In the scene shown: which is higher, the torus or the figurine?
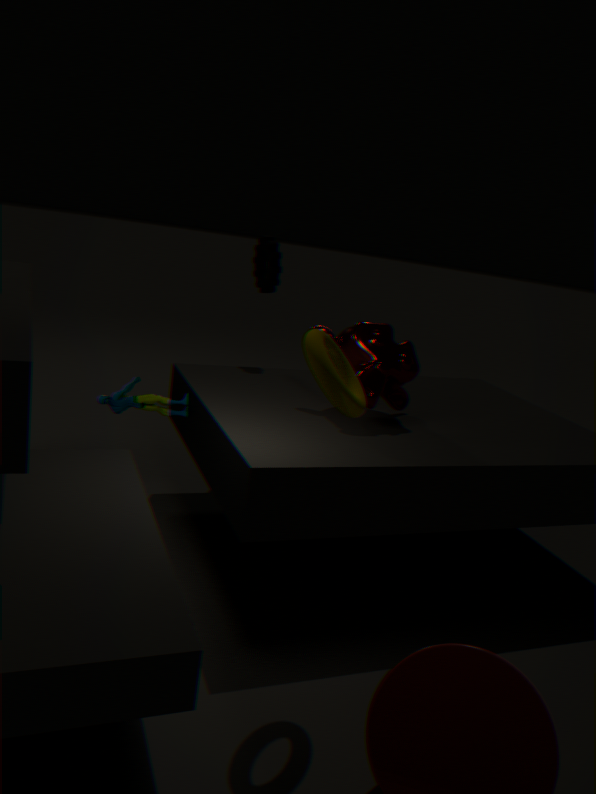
the torus
